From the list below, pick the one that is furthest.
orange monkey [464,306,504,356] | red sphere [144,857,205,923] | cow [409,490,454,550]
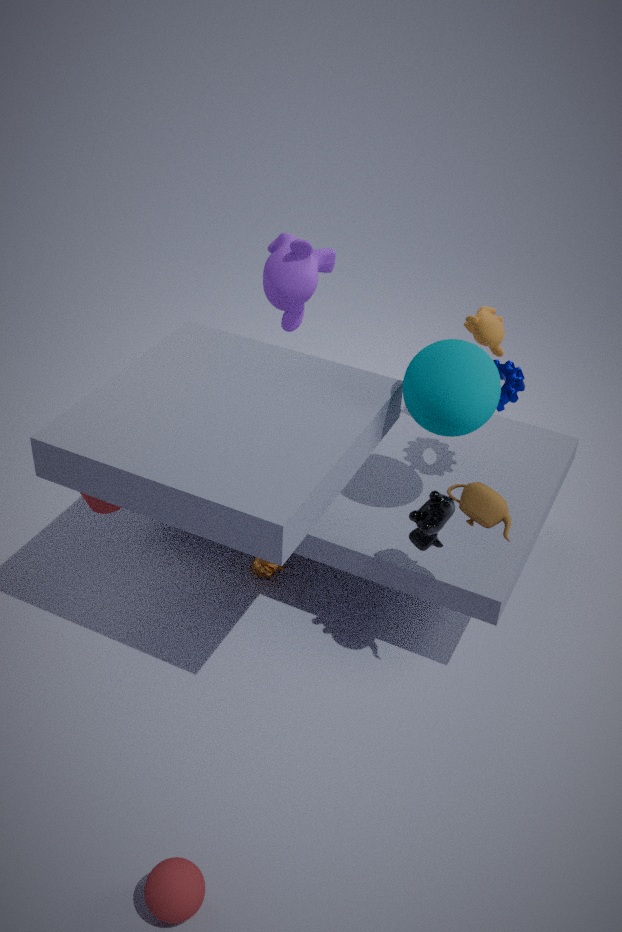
orange monkey [464,306,504,356]
